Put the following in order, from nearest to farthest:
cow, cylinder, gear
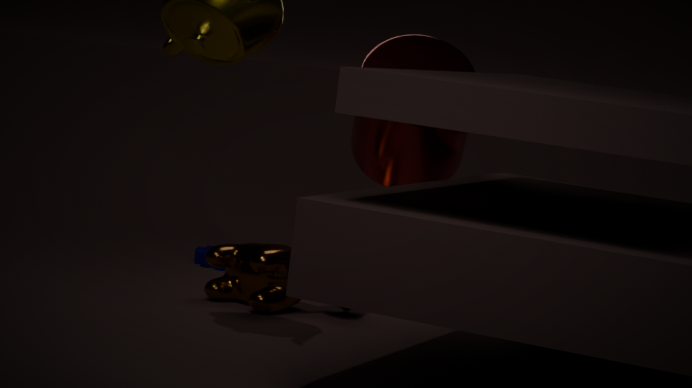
1. cylinder
2. cow
3. gear
